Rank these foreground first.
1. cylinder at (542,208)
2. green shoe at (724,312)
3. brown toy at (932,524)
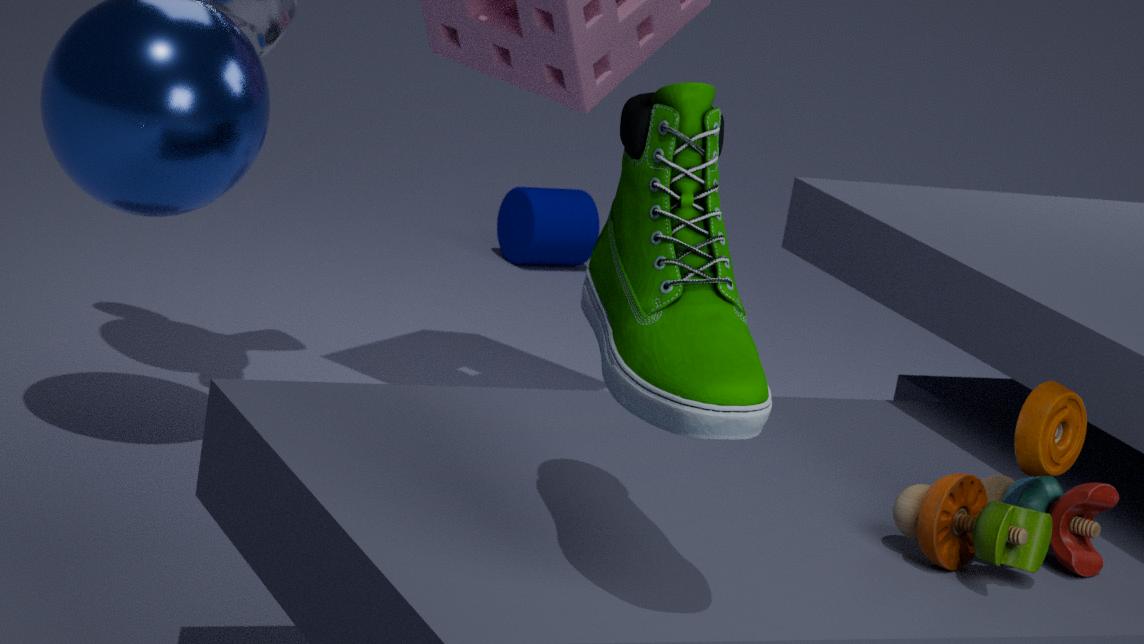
green shoe at (724,312) < brown toy at (932,524) < cylinder at (542,208)
